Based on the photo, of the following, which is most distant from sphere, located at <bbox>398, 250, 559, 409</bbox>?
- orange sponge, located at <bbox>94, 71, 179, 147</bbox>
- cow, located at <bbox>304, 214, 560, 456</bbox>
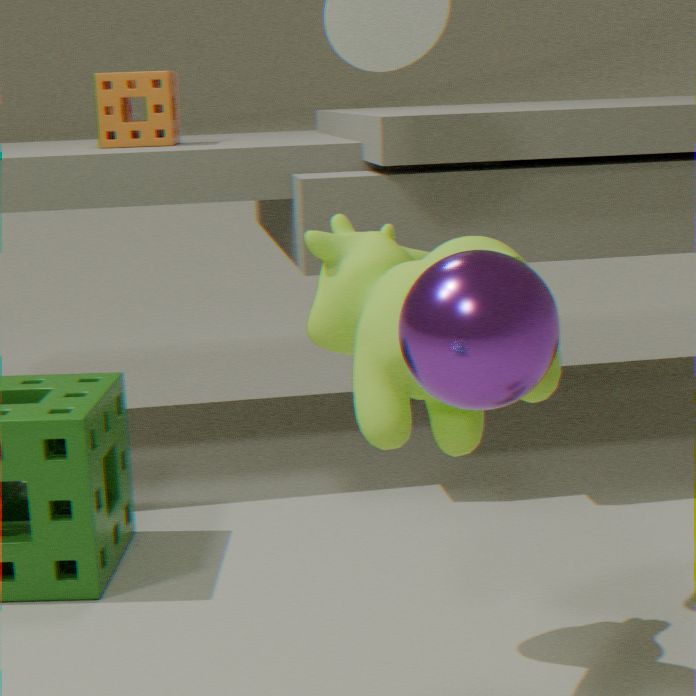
orange sponge, located at <bbox>94, 71, 179, 147</bbox>
